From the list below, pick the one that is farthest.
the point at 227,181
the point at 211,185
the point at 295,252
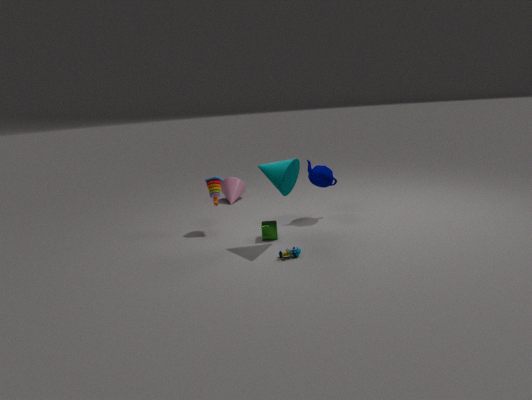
the point at 227,181
